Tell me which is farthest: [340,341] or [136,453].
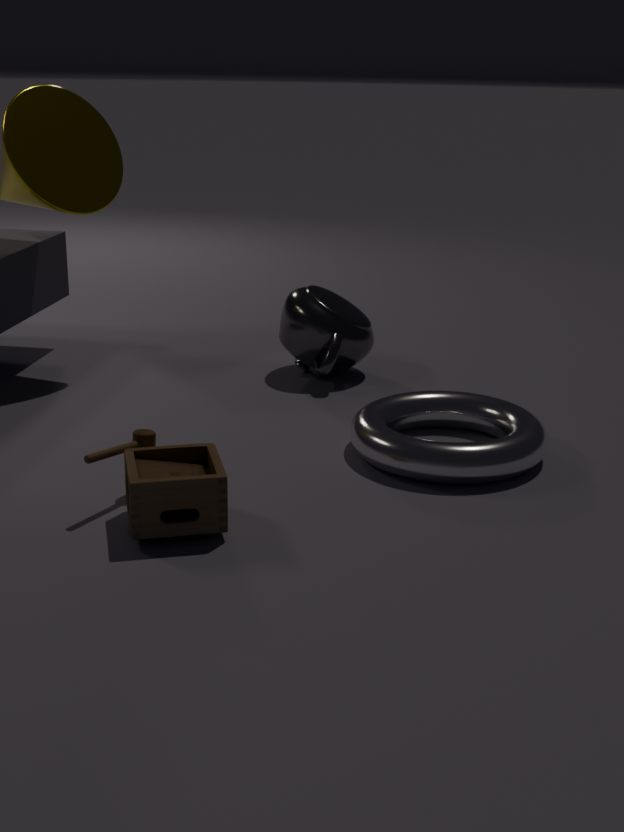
[340,341]
